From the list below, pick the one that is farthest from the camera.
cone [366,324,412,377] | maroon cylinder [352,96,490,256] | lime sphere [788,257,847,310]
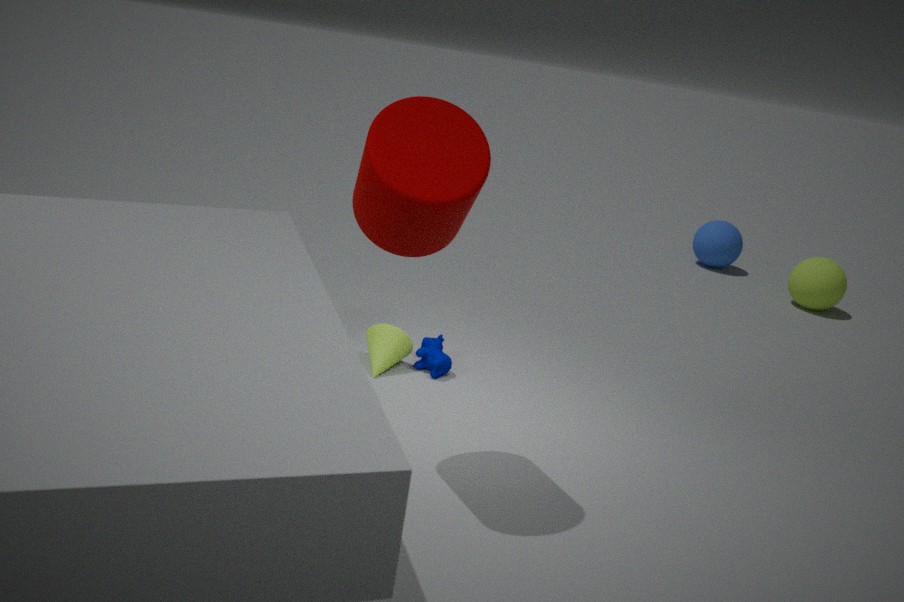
lime sphere [788,257,847,310]
